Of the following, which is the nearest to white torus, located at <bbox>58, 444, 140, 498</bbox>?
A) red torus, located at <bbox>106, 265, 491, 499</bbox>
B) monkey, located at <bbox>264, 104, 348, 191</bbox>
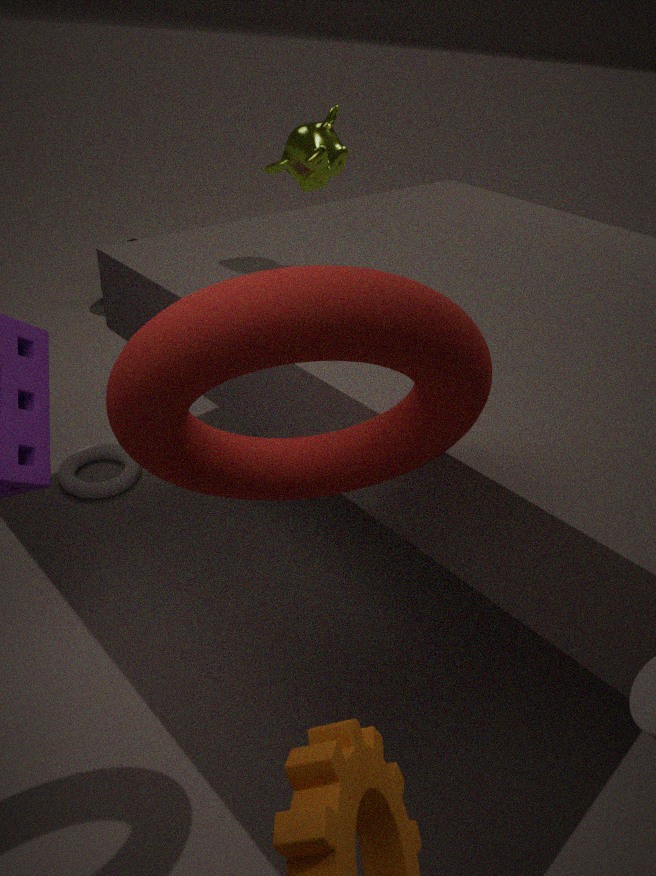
monkey, located at <bbox>264, 104, 348, 191</bbox>
